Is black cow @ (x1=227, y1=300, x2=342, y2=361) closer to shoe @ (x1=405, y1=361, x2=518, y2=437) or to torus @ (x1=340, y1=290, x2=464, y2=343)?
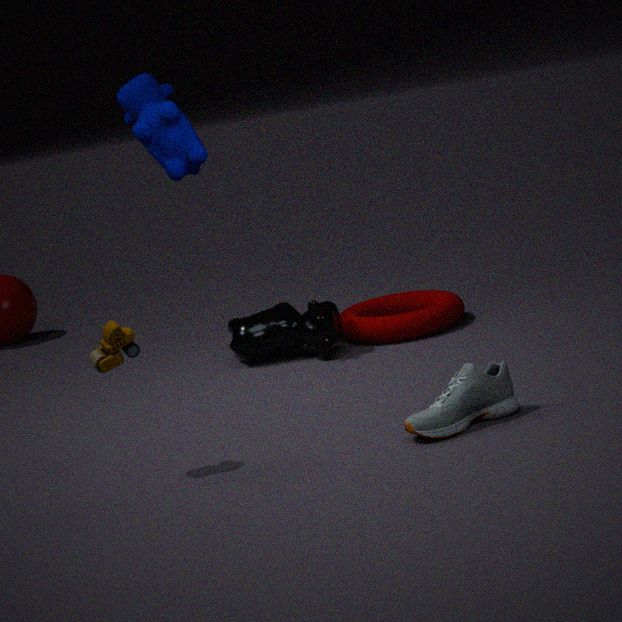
torus @ (x1=340, y1=290, x2=464, y2=343)
